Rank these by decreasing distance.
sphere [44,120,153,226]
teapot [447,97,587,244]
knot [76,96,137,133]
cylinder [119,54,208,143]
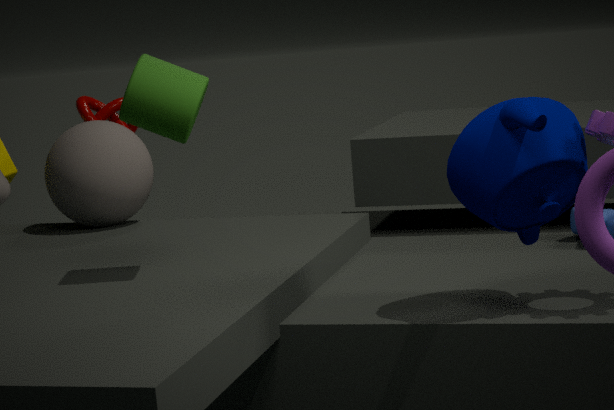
knot [76,96,137,133] < sphere [44,120,153,226] < cylinder [119,54,208,143] < teapot [447,97,587,244]
